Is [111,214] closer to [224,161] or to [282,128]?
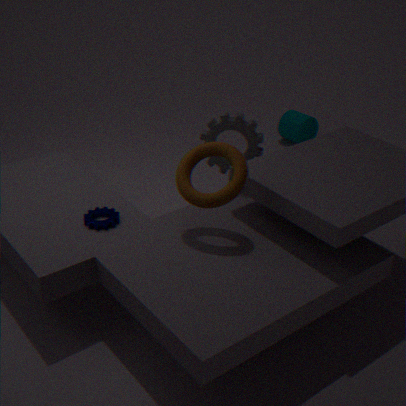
[224,161]
